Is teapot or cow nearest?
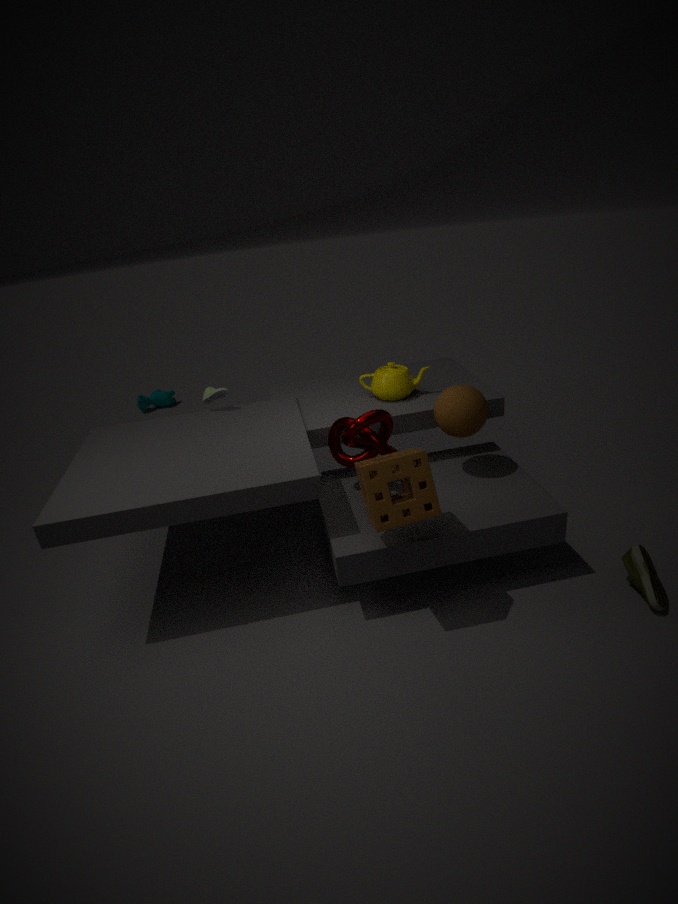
teapot
